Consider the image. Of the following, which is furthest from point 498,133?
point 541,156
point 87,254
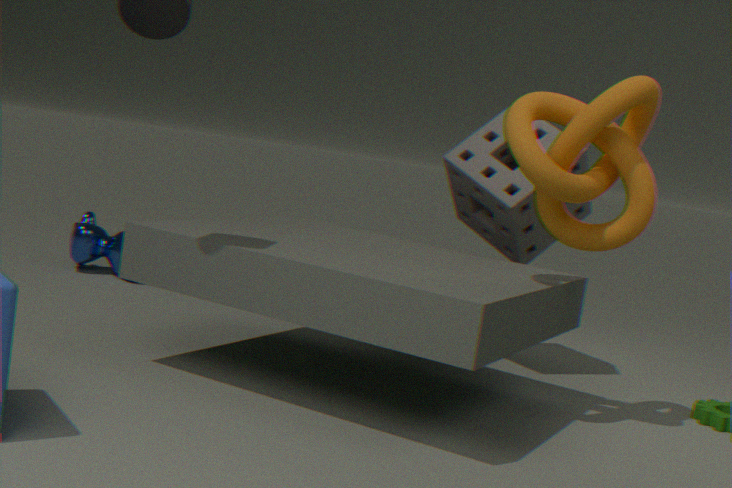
point 87,254
